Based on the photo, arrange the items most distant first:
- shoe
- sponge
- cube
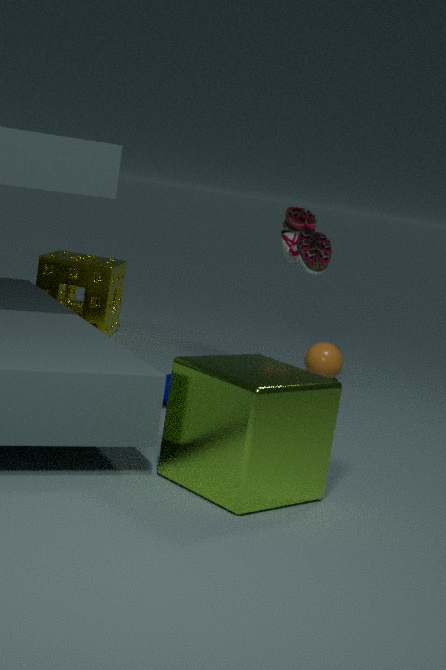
sponge < shoe < cube
